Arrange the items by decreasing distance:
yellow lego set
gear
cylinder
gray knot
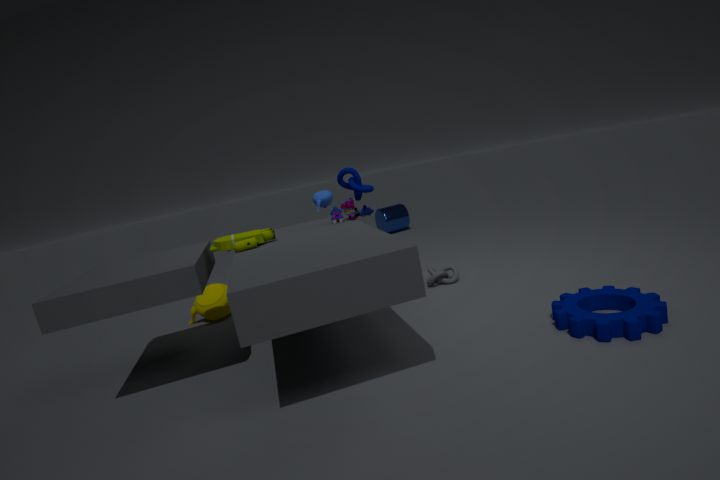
cylinder, gray knot, yellow lego set, gear
